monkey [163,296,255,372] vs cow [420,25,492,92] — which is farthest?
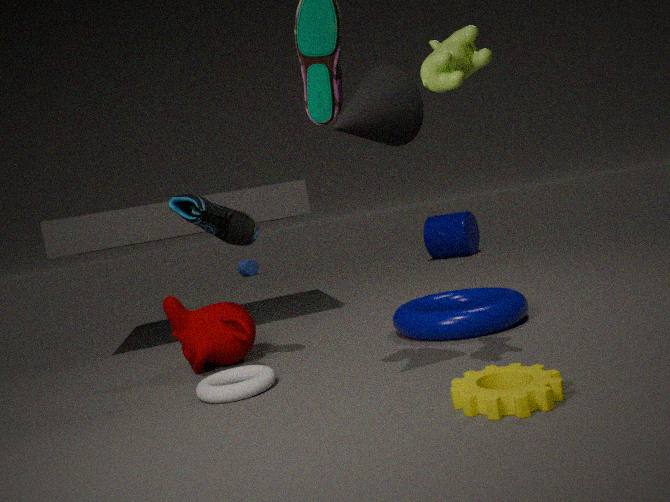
monkey [163,296,255,372]
